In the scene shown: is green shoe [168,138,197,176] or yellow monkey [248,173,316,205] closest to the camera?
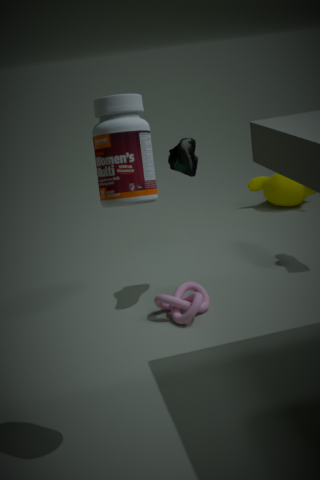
green shoe [168,138,197,176]
